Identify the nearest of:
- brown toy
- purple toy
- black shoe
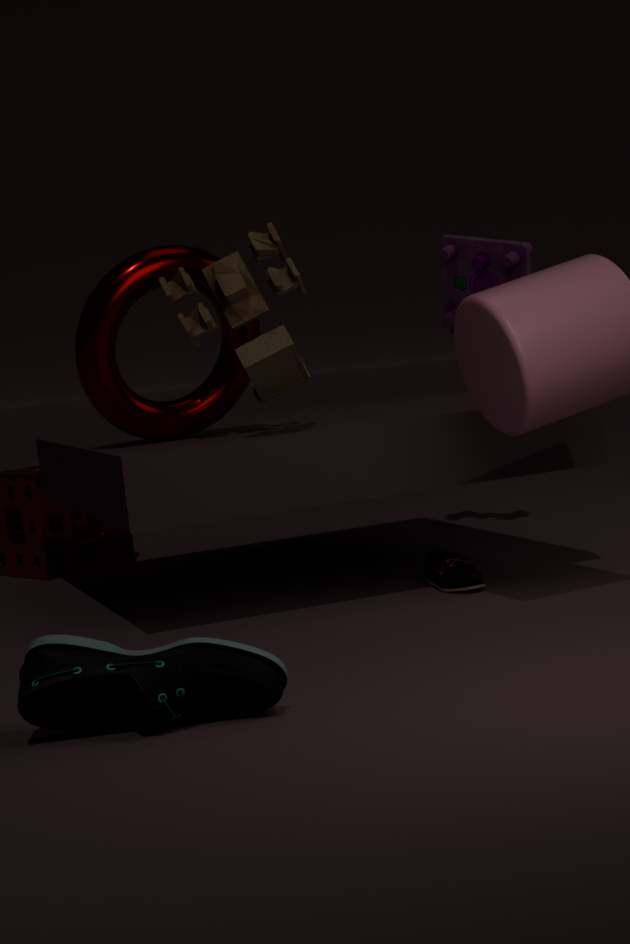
black shoe
